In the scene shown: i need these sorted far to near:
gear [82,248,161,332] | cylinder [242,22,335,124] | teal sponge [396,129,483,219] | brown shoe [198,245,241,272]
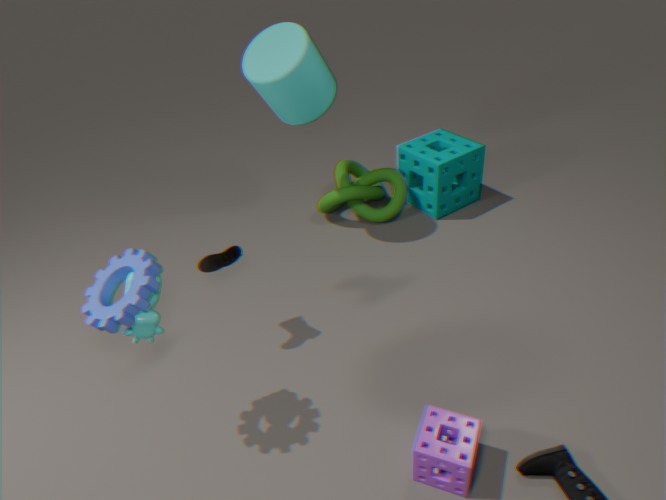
teal sponge [396,129,483,219], cylinder [242,22,335,124], brown shoe [198,245,241,272], gear [82,248,161,332]
